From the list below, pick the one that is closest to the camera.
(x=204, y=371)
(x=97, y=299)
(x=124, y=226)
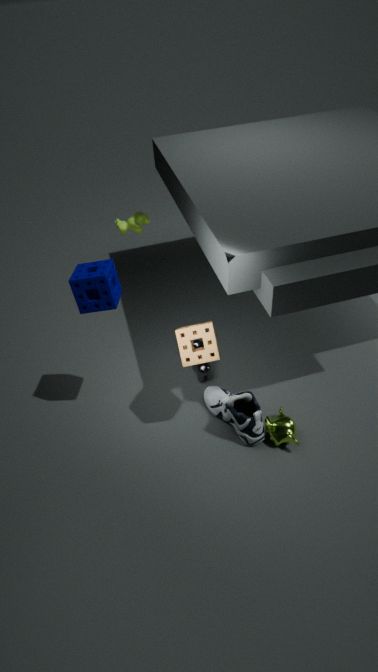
(x=97, y=299)
